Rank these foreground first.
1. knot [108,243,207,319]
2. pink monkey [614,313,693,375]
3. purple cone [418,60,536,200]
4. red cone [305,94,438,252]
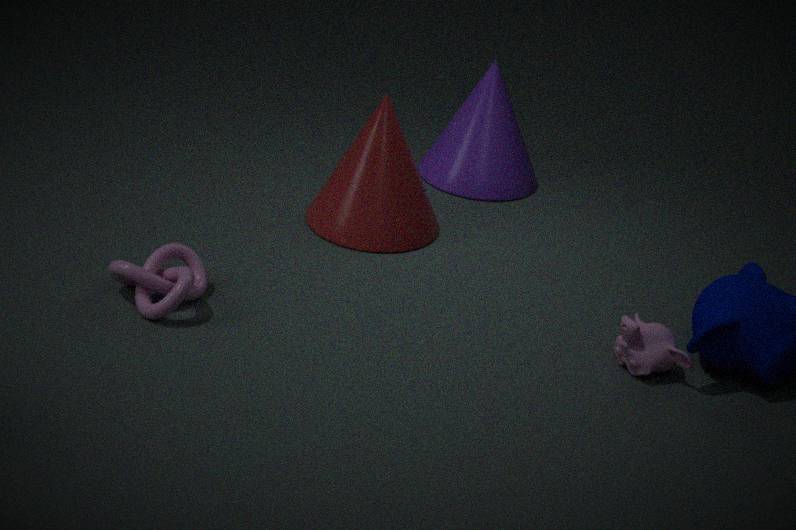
knot [108,243,207,319]
pink monkey [614,313,693,375]
red cone [305,94,438,252]
purple cone [418,60,536,200]
